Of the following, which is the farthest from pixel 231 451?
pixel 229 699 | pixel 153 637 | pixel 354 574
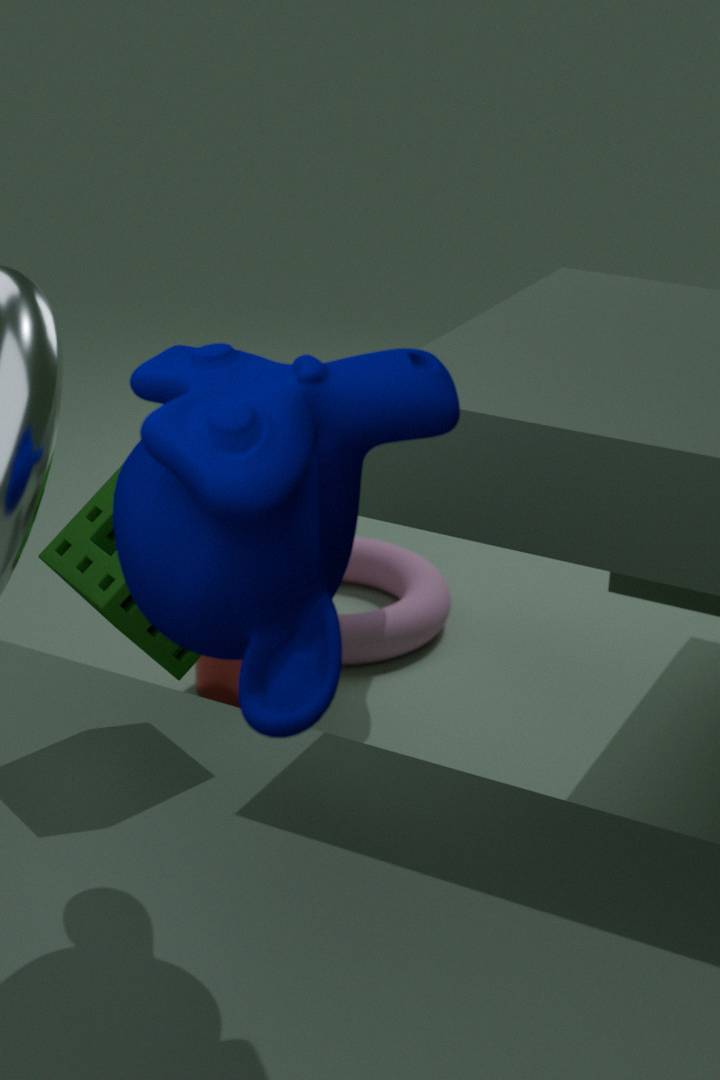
pixel 354 574
